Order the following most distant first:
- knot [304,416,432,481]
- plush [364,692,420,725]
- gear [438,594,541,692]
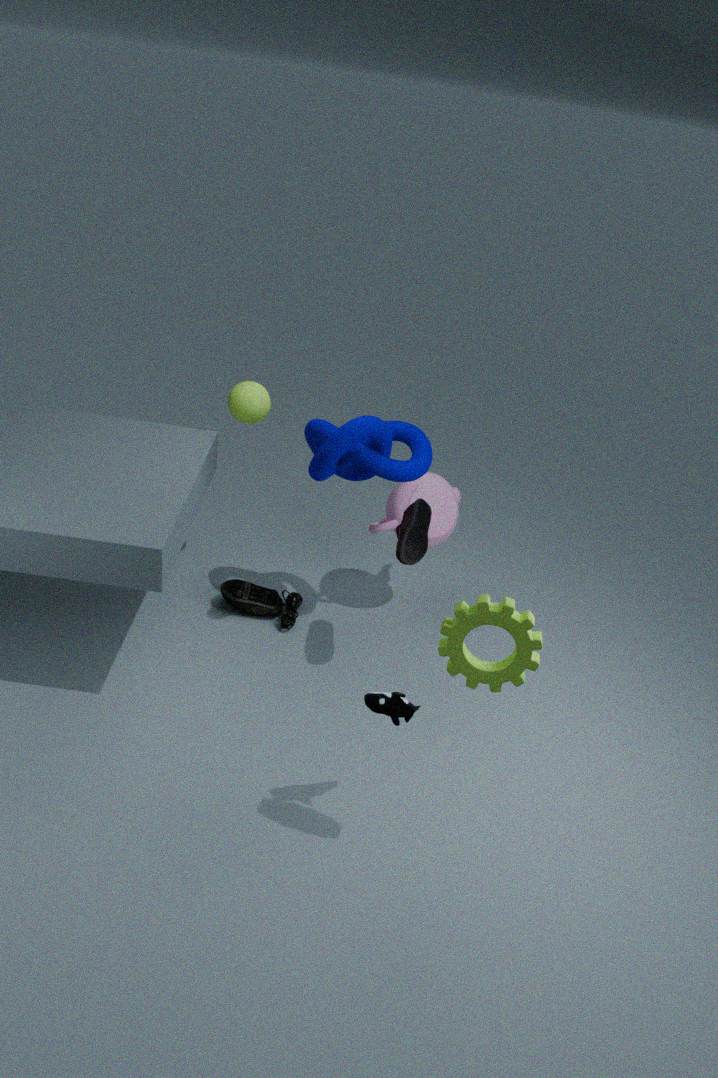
knot [304,416,432,481], plush [364,692,420,725], gear [438,594,541,692]
